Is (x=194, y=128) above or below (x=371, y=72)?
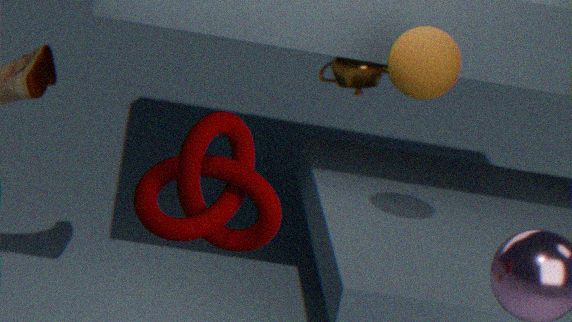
above
